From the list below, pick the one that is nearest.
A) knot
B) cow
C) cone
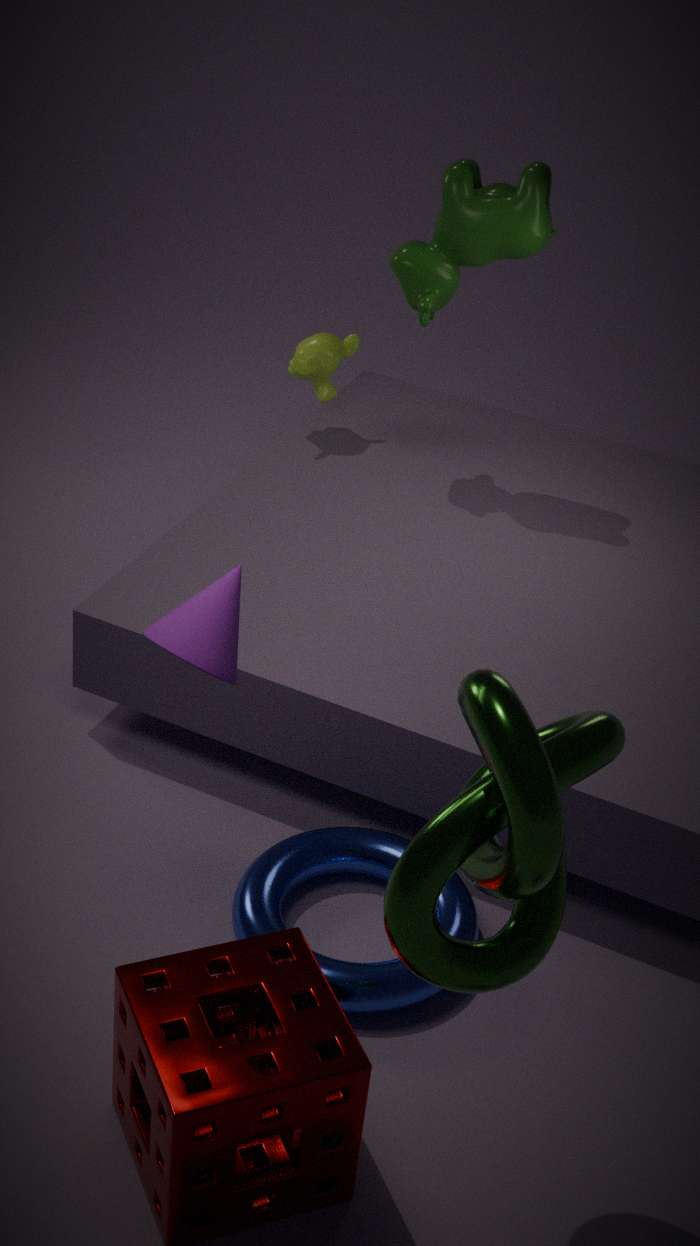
knot
